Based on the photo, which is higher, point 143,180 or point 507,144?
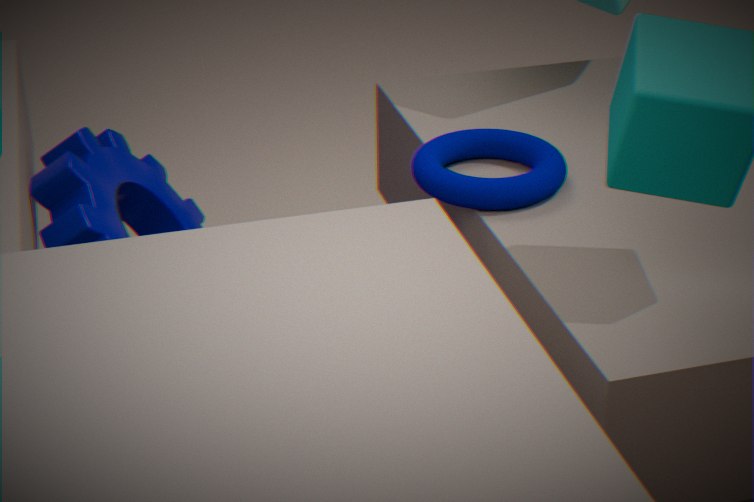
point 507,144
